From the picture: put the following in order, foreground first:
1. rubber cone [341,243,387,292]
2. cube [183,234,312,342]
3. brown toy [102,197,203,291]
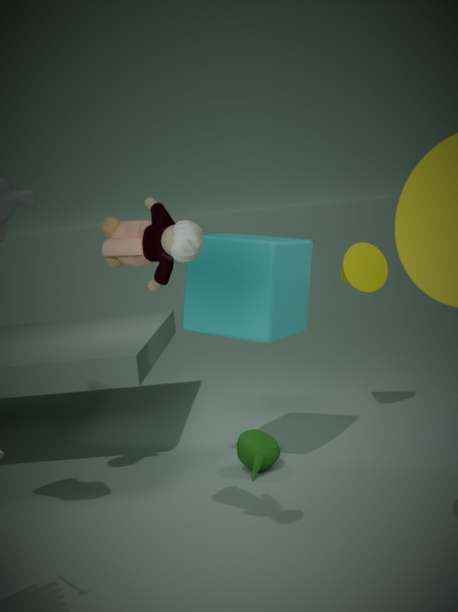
brown toy [102,197,203,291], cube [183,234,312,342], rubber cone [341,243,387,292]
